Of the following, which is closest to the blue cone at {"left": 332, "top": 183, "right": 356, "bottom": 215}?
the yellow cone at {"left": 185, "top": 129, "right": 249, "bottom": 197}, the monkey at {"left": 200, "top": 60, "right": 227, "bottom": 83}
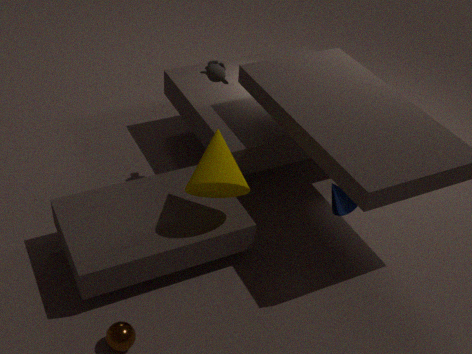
the yellow cone at {"left": 185, "top": 129, "right": 249, "bottom": 197}
